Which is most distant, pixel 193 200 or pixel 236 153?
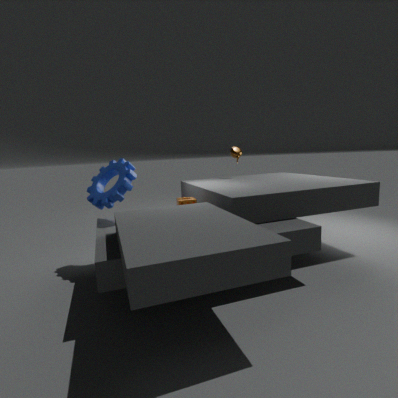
pixel 236 153
